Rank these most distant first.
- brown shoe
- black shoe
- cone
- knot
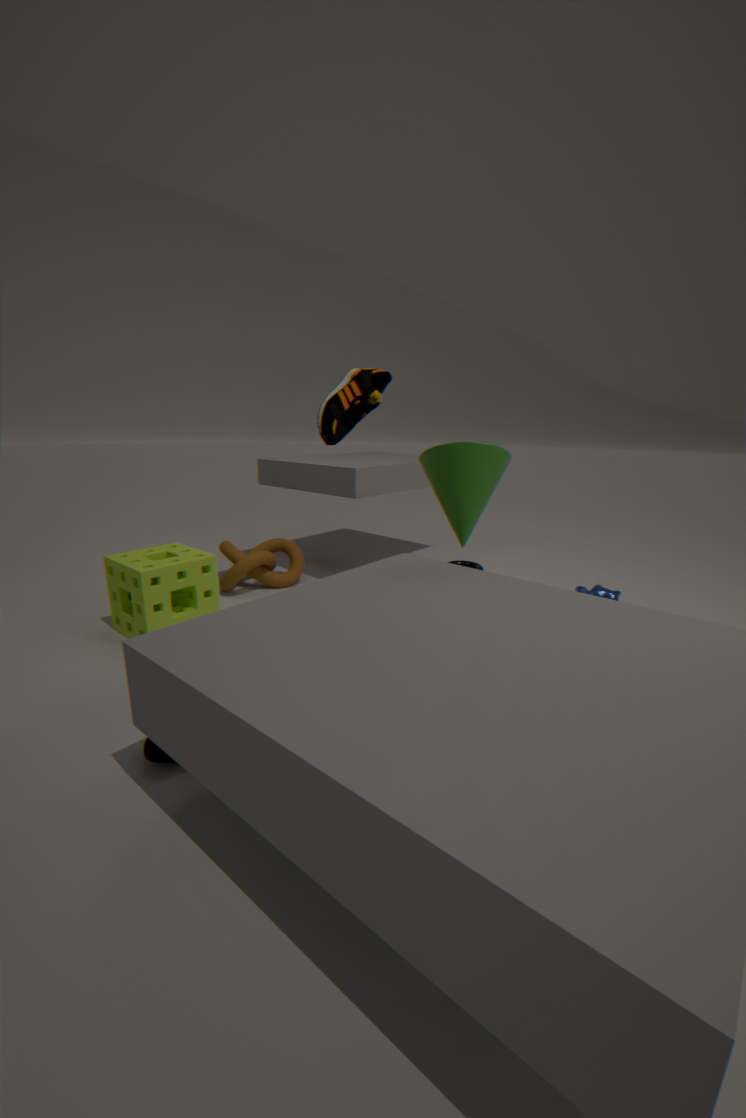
knot → cone → brown shoe → black shoe
